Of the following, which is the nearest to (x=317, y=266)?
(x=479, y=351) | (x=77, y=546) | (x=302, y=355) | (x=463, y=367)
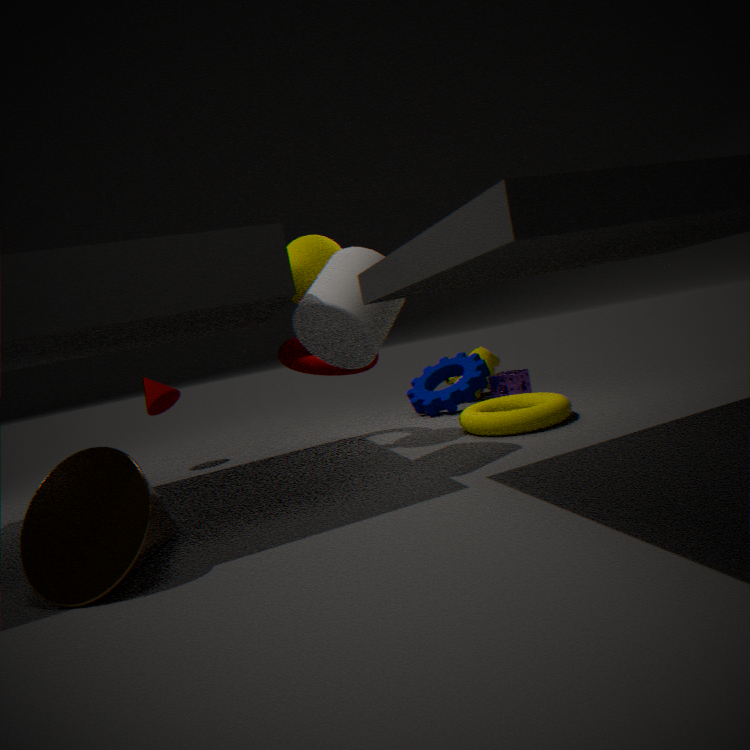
(x=302, y=355)
